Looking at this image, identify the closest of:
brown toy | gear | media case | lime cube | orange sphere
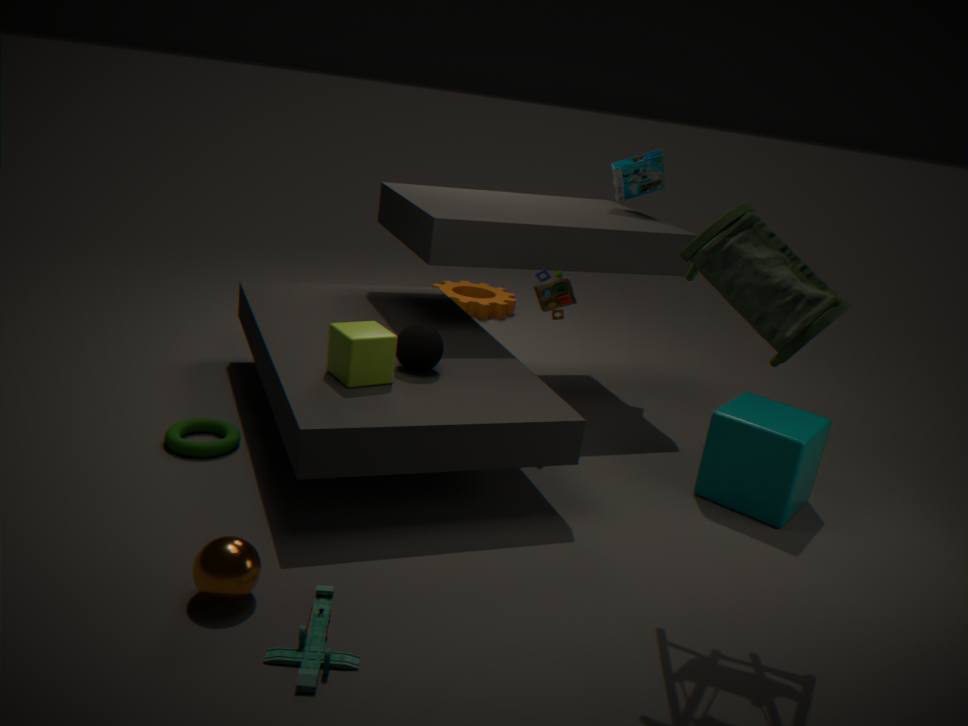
orange sphere
